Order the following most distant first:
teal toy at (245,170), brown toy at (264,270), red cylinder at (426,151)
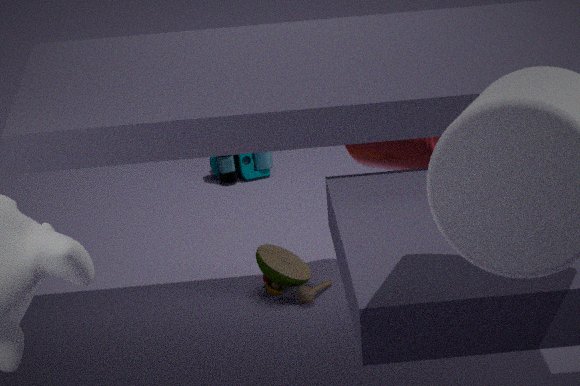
teal toy at (245,170) < brown toy at (264,270) < red cylinder at (426,151)
